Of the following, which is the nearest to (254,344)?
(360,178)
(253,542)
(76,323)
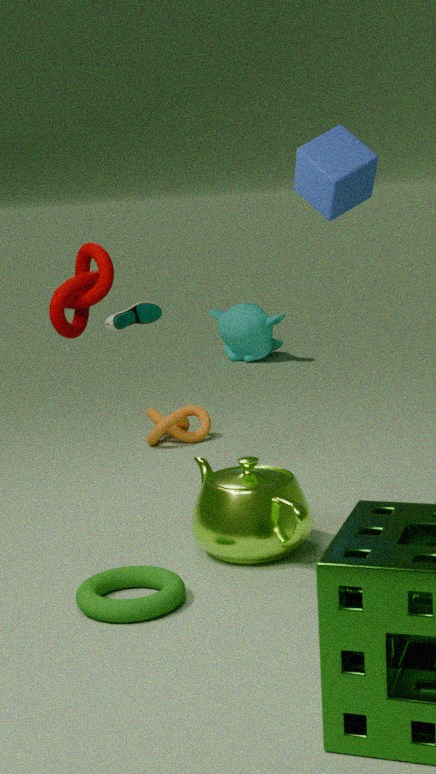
(360,178)
